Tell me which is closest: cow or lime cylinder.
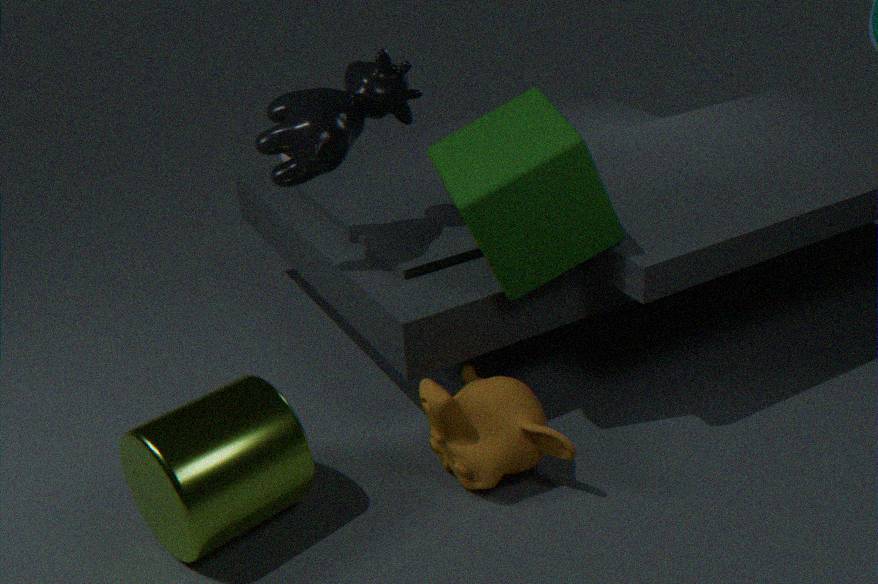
lime cylinder
